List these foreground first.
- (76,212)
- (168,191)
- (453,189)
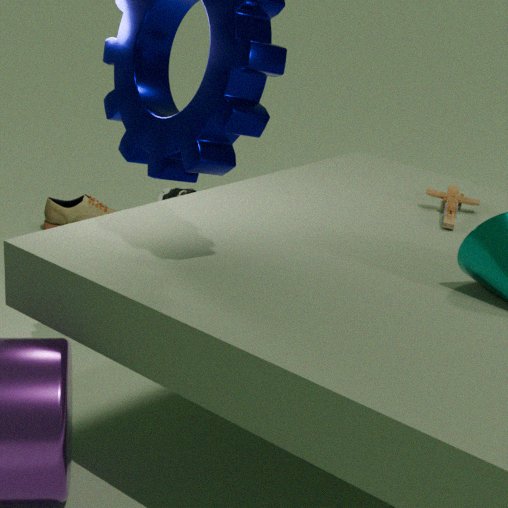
(453,189)
(76,212)
(168,191)
